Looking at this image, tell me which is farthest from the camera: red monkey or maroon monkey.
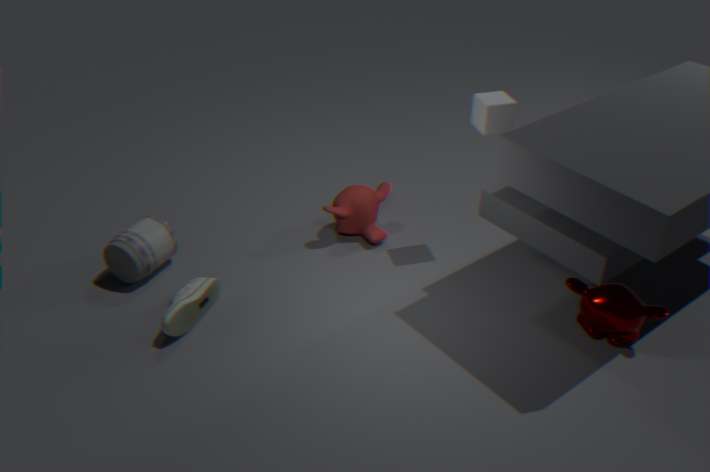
red monkey
